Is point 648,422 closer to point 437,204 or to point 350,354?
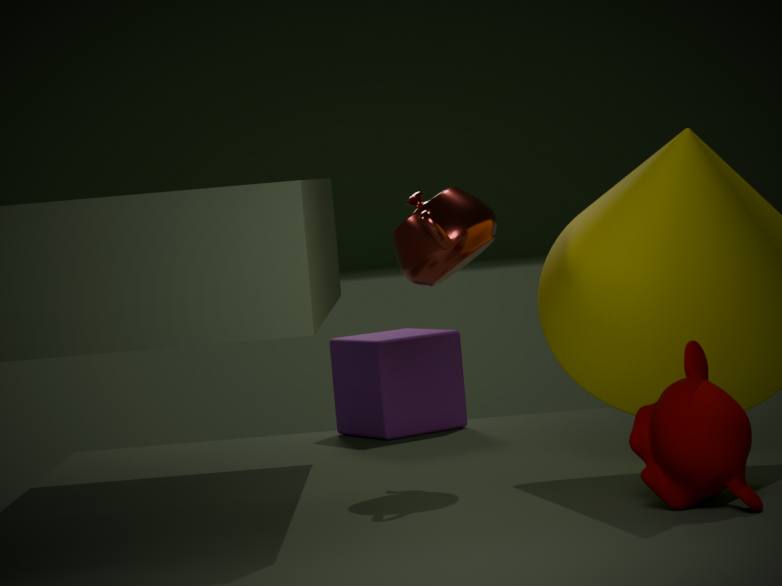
point 437,204
